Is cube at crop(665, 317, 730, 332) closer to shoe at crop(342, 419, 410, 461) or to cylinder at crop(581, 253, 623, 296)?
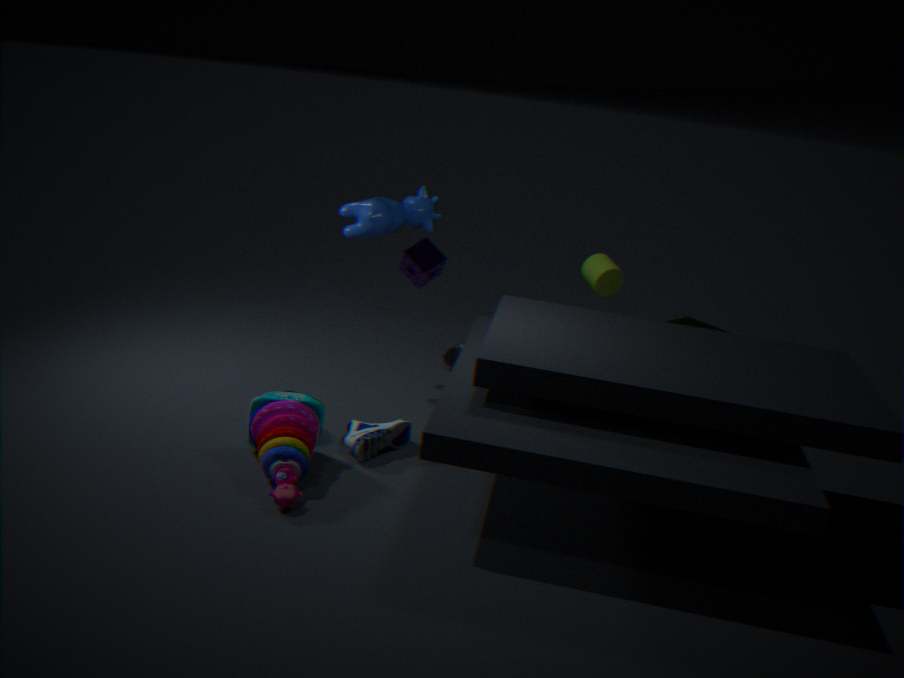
cylinder at crop(581, 253, 623, 296)
